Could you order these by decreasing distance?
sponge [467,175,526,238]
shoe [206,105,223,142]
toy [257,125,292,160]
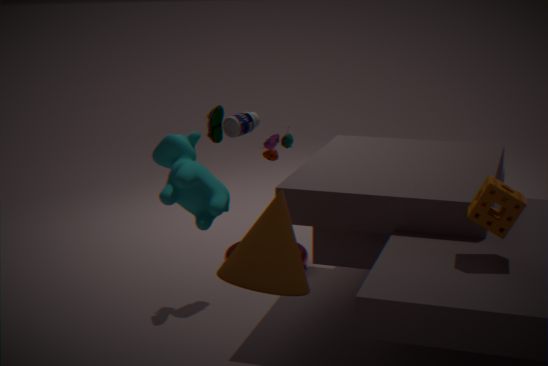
toy [257,125,292,160], shoe [206,105,223,142], sponge [467,175,526,238]
